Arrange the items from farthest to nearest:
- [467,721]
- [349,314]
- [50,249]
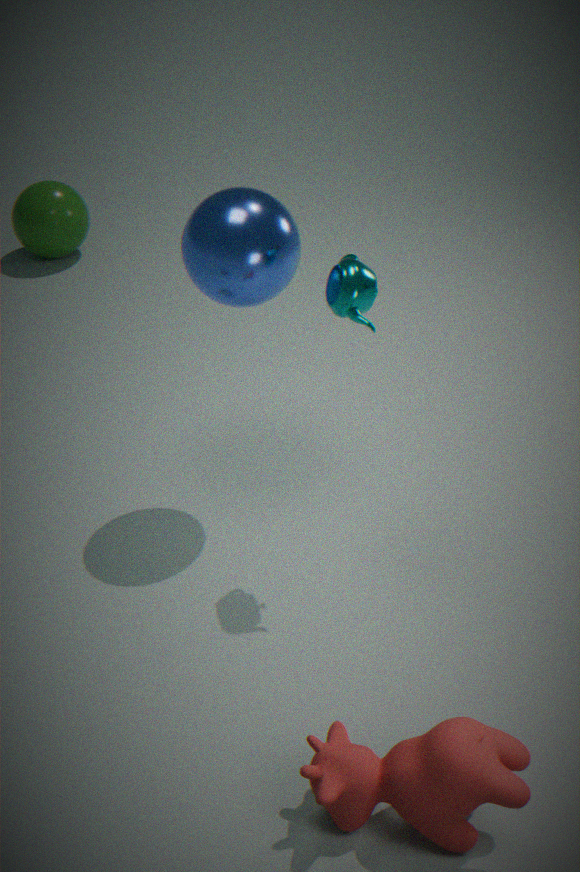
[50,249] → [349,314] → [467,721]
